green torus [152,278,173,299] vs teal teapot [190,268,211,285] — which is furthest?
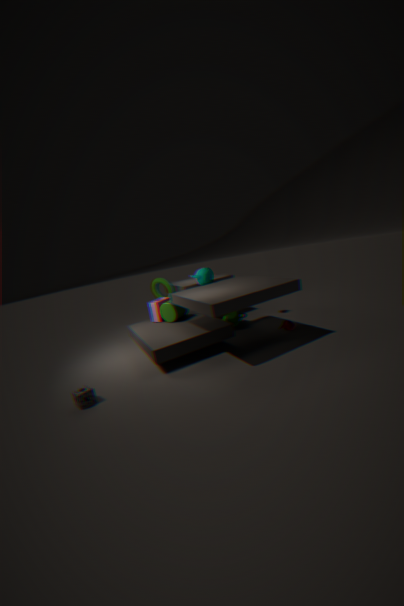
green torus [152,278,173,299]
